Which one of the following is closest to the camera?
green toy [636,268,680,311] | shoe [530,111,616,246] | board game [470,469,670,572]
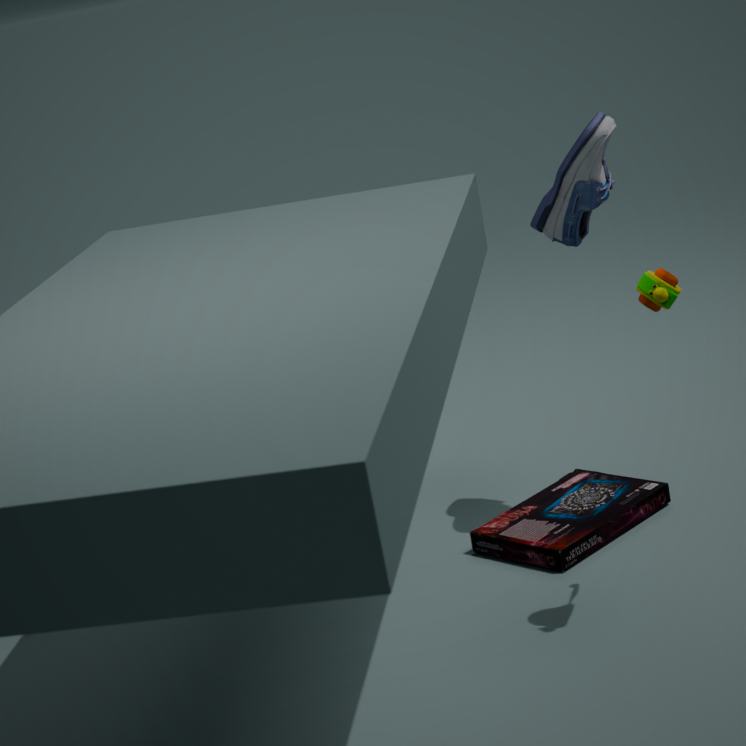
green toy [636,268,680,311]
